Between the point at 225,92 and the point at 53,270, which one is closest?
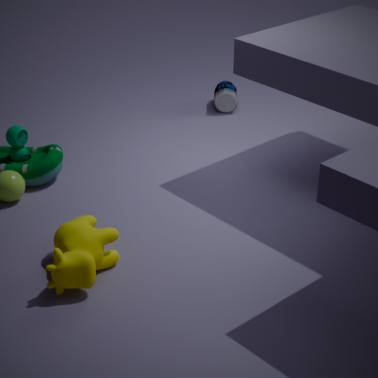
the point at 53,270
